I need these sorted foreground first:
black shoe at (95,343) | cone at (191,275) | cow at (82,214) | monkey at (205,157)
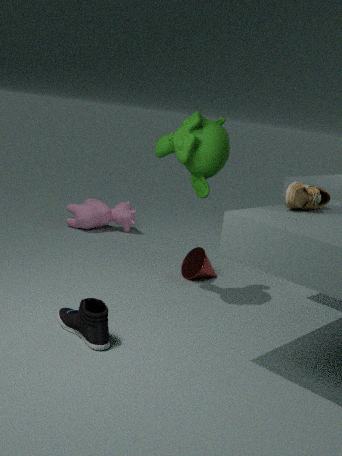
black shoe at (95,343) → monkey at (205,157) → cone at (191,275) → cow at (82,214)
